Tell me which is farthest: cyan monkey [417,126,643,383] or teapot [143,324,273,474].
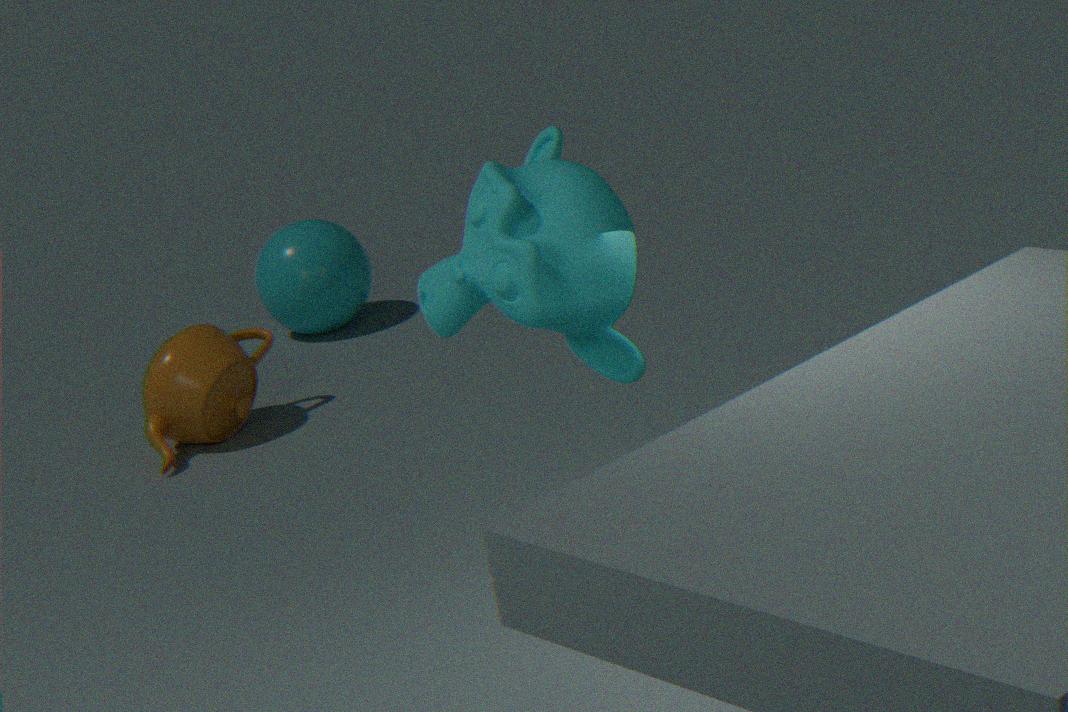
teapot [143,324,273,474]
